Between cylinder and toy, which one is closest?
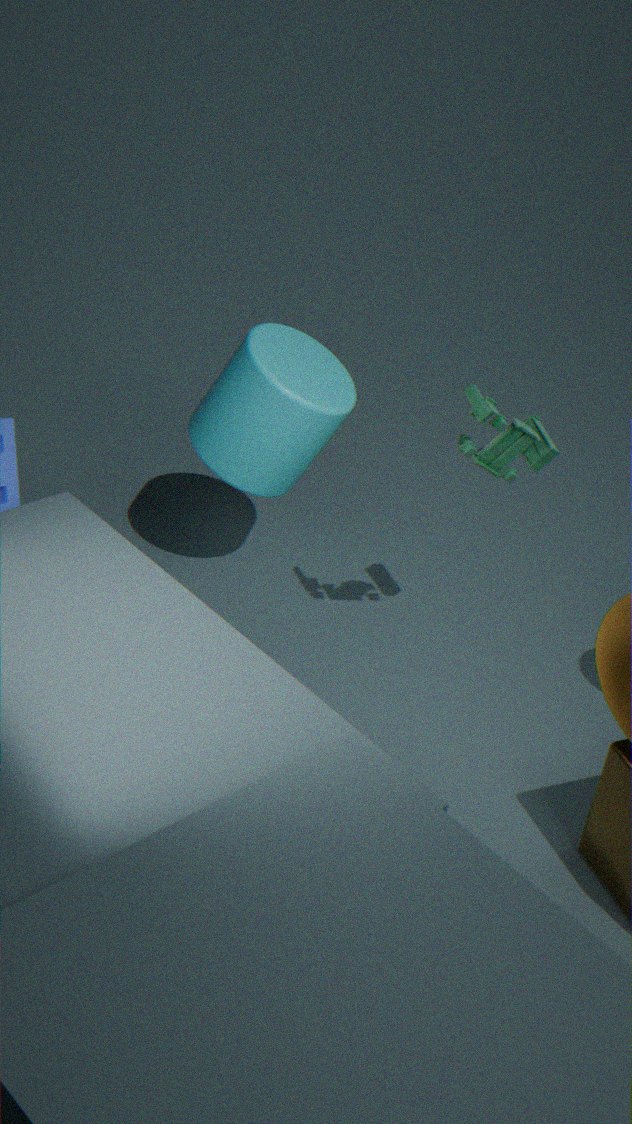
toy
